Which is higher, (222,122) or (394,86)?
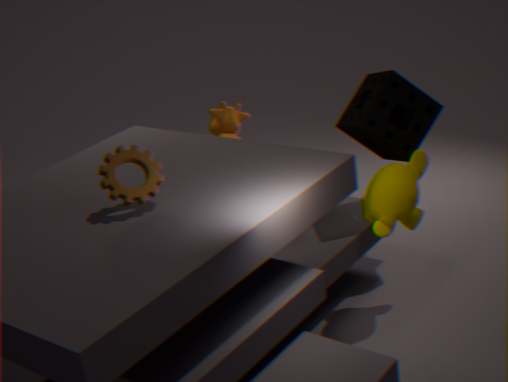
(394,86)
